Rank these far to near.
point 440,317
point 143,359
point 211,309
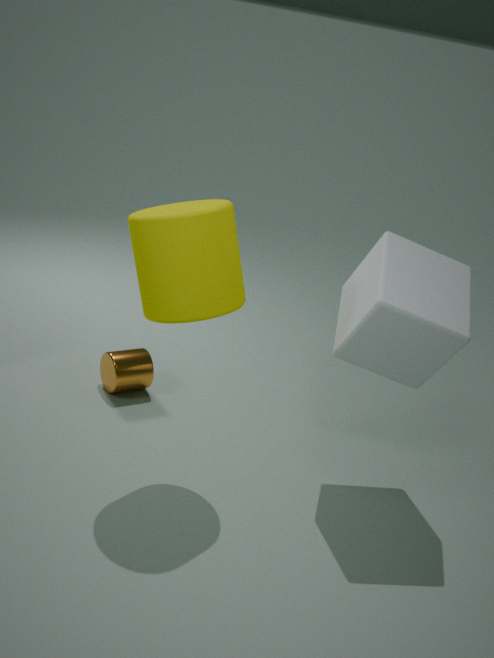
1. point 143,359
2. point 440,317
3. point 211,309
